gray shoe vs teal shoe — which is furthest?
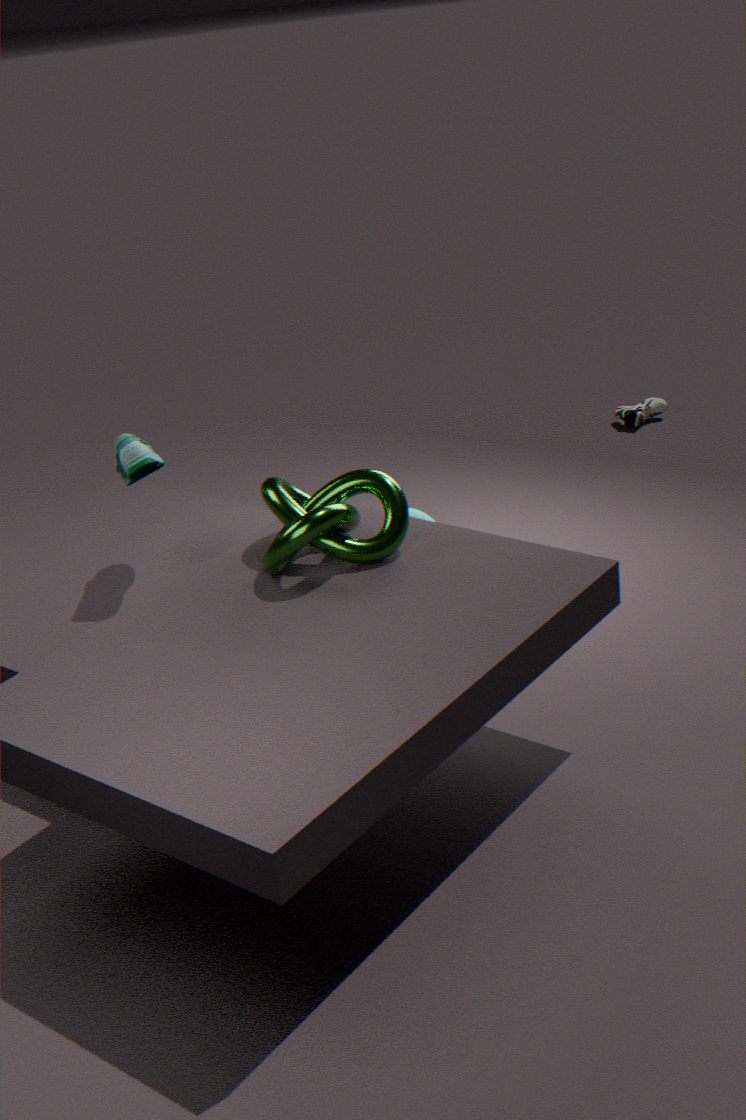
gray shoe
